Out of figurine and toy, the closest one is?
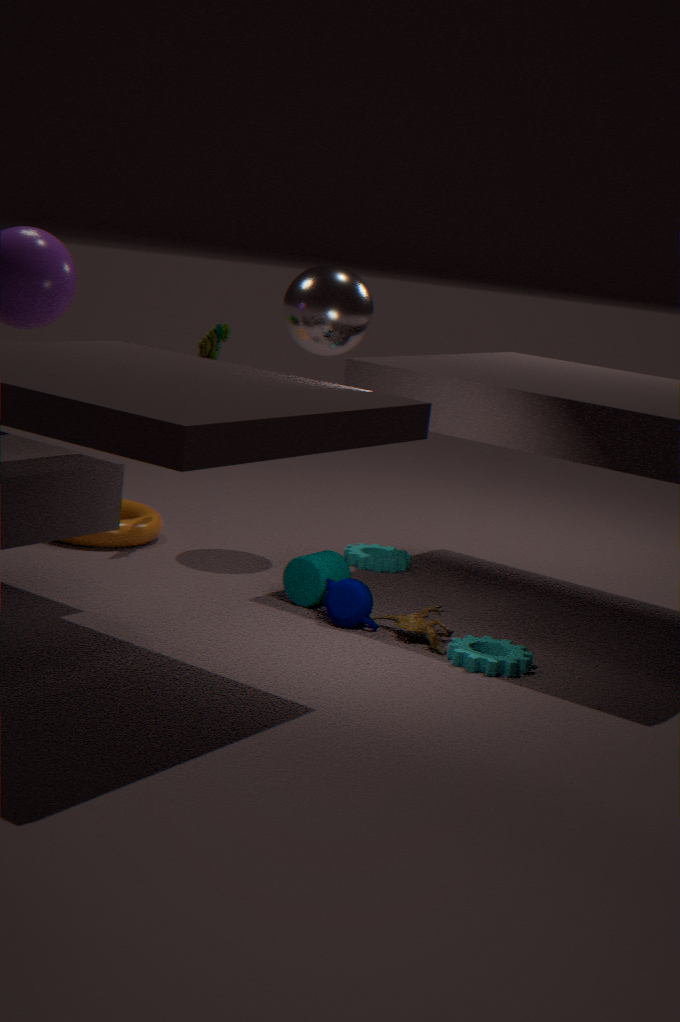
figurine
